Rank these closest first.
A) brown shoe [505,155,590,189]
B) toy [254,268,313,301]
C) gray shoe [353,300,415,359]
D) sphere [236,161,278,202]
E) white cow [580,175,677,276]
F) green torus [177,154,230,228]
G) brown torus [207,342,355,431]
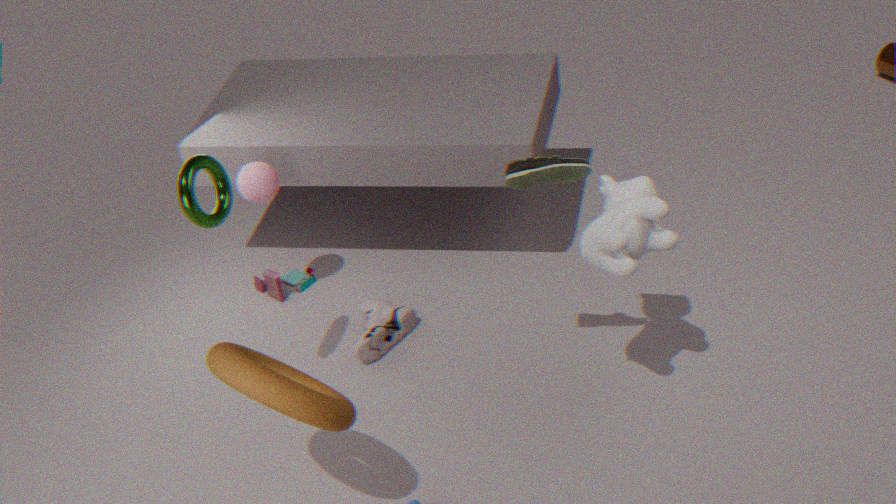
brown torus [207,342,355,431] < brown shoe [505,155,590,189] < white cow [580,175,677,276] < green torus [177,154,230,228] < gray shoe [353,300,415,359] < sphere [236,161,278,202] < toy [254,268,313,301]
